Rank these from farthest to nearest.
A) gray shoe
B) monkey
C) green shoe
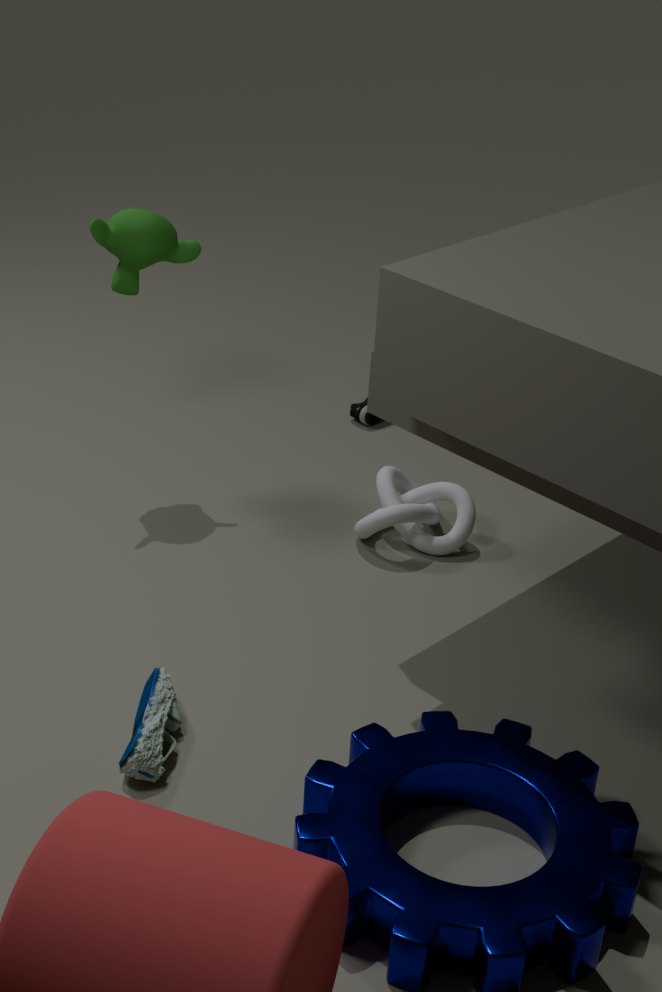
green shoe
monkey
gray shoe
